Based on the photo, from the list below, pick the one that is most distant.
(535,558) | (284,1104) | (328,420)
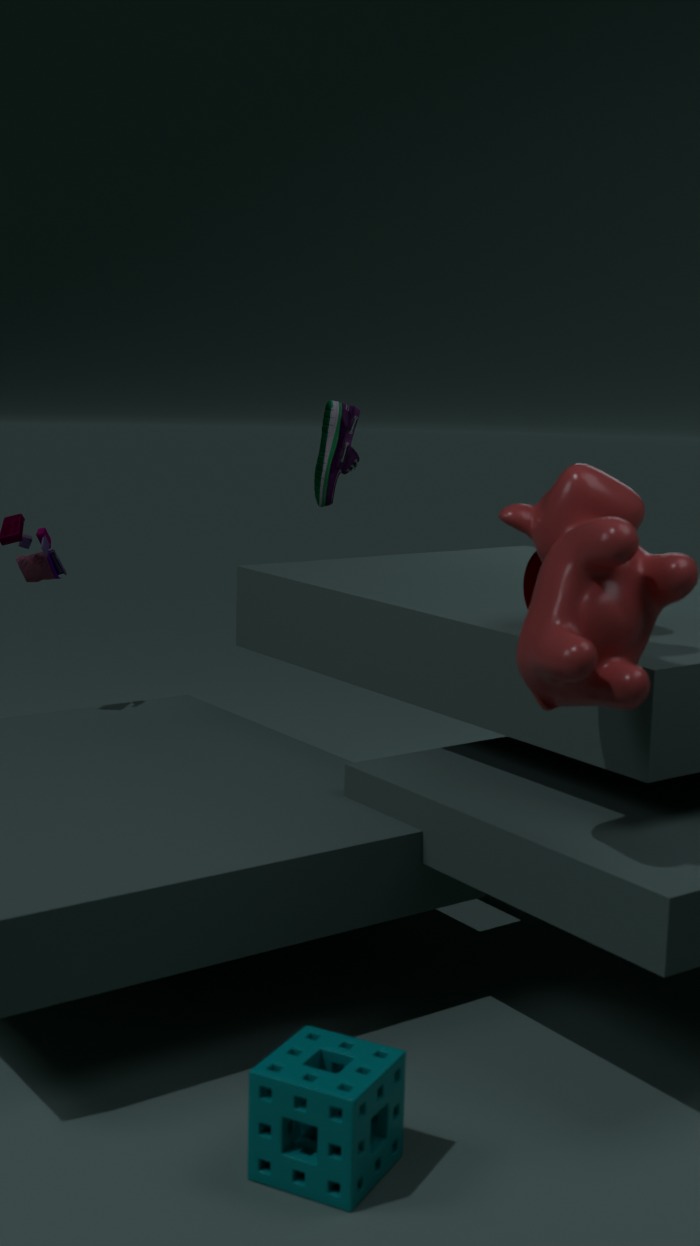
(328,420)
